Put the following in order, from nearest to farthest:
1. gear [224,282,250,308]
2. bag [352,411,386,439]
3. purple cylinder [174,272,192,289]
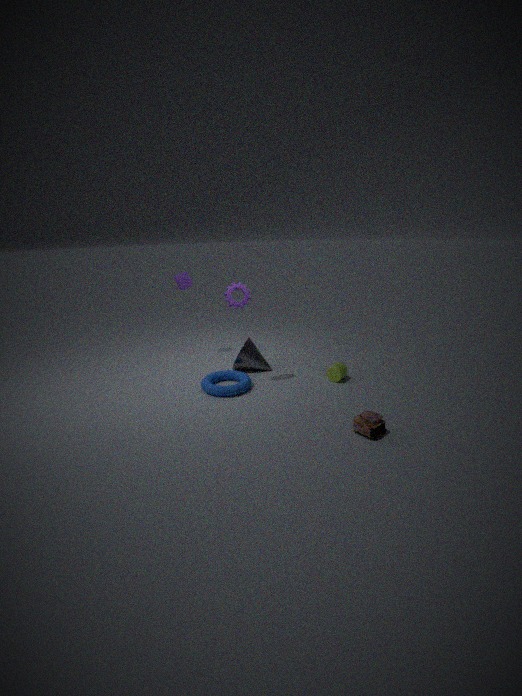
bag [352,411,386,439], gear [224,282,250,308], purple cylinder [174,272,192,289]
